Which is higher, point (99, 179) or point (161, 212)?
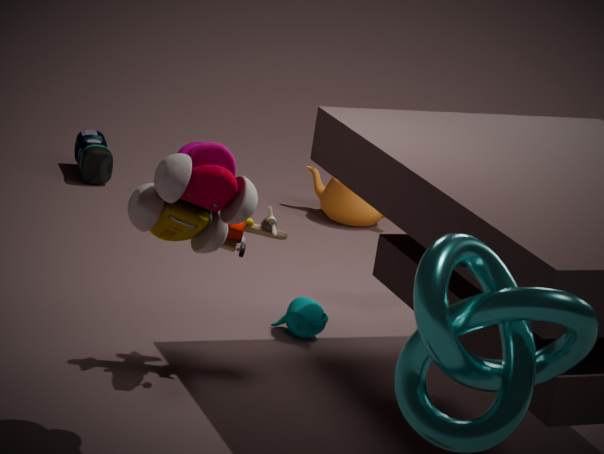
point (161, 212)
